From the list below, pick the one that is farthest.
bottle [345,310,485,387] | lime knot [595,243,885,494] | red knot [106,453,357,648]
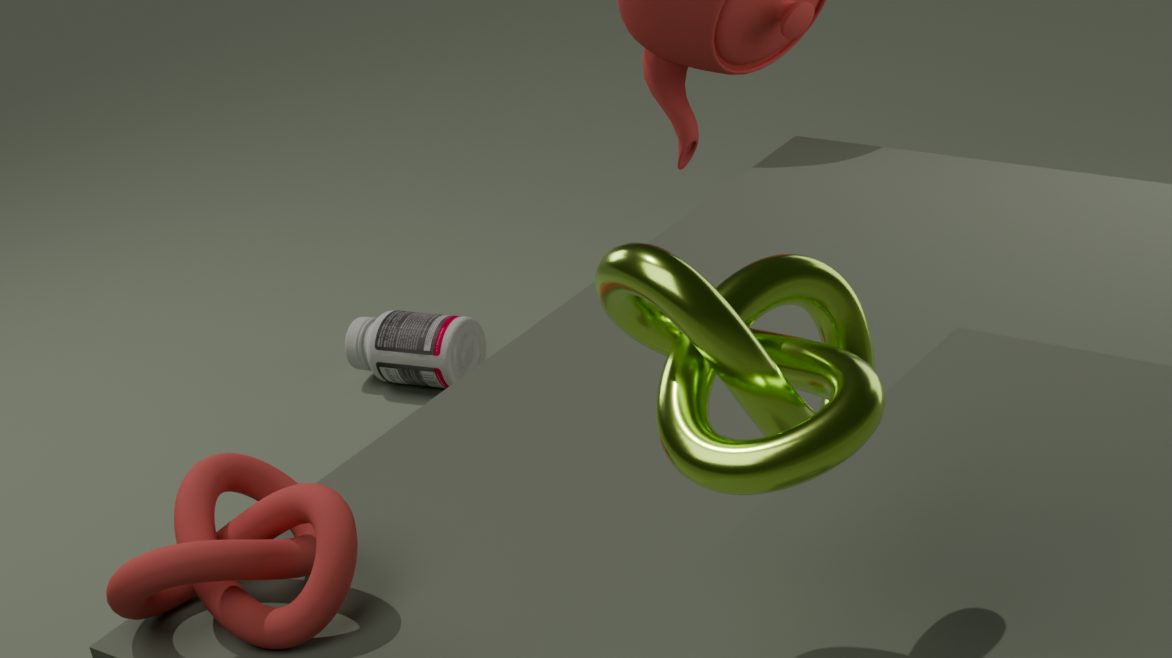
bottle [345,310,485,387]
